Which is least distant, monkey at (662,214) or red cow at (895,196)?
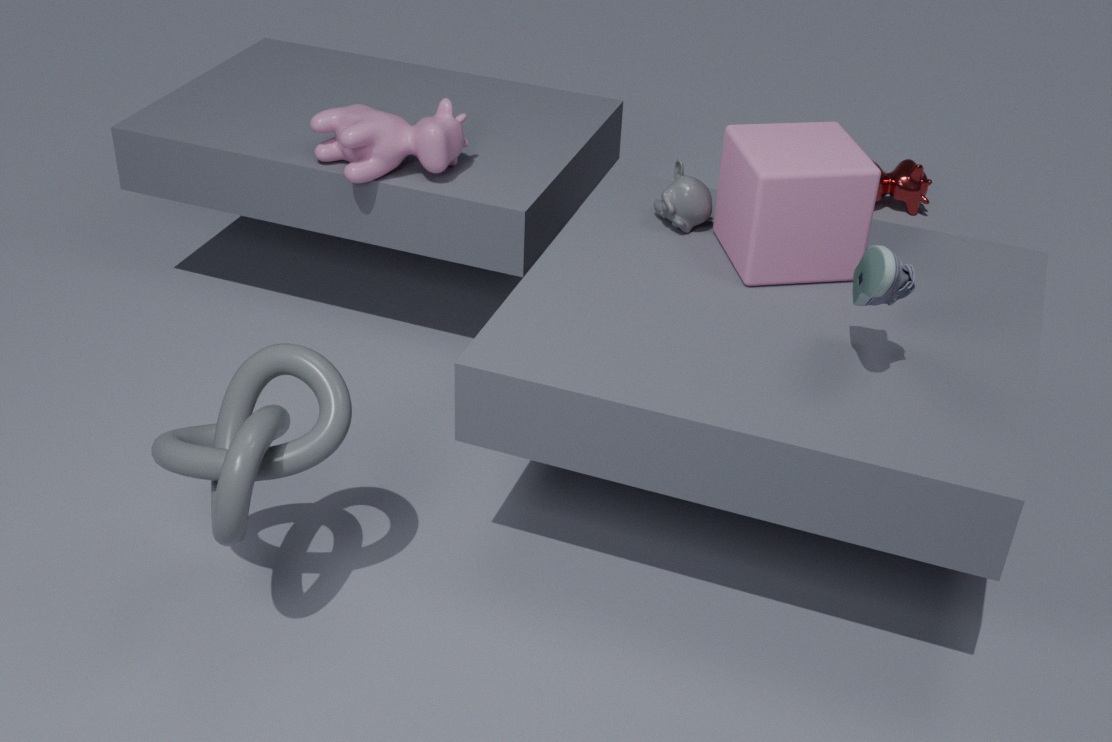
monkey at (662,214)
